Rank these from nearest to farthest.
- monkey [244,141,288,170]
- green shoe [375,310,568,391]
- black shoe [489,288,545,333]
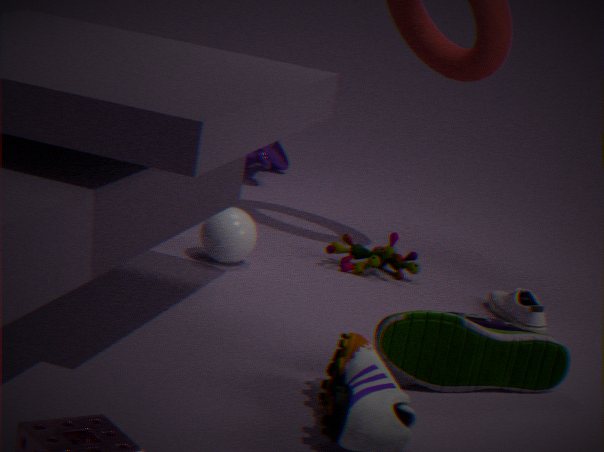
green shoe [375,310,568,391] → black shoe [489,288,545,333] → monkey [244,141,288,170]
